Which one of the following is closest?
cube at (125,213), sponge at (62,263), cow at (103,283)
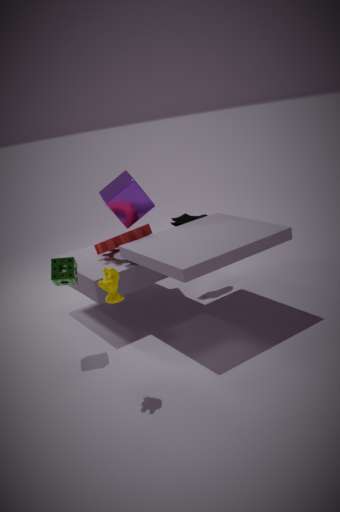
cow at (103,283)
